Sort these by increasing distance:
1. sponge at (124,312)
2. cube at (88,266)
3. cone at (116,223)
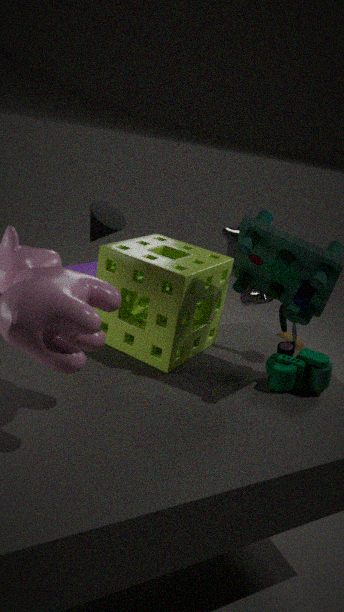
sponge at (124,312) < cone at (116,223) < cube at (88,266)
